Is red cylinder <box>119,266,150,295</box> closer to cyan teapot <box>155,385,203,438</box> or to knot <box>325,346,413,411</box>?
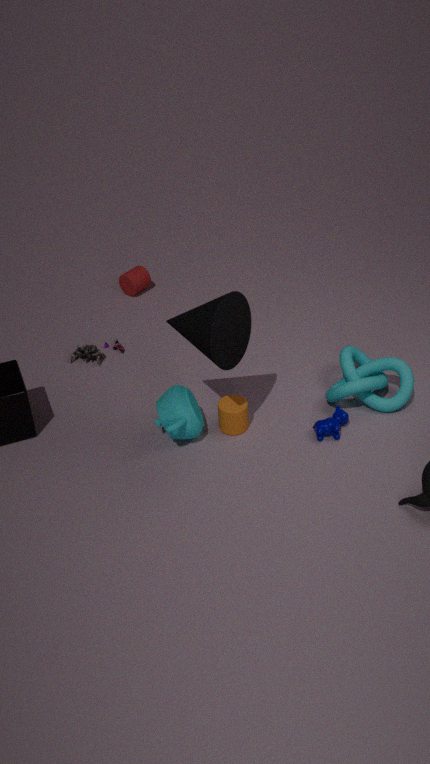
cyan teapot <box>155,385,203,438</box>
